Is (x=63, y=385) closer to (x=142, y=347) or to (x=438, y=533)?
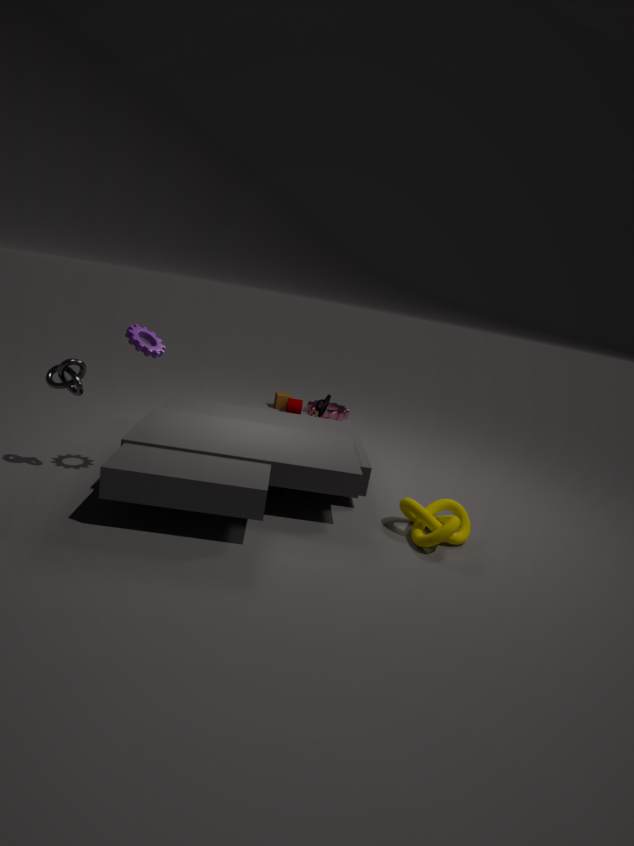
(x=142, y=347)
